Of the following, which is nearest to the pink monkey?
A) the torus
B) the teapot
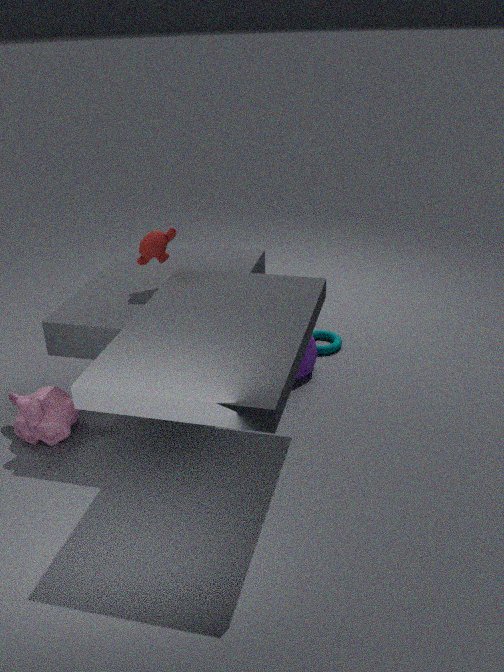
the teapot
